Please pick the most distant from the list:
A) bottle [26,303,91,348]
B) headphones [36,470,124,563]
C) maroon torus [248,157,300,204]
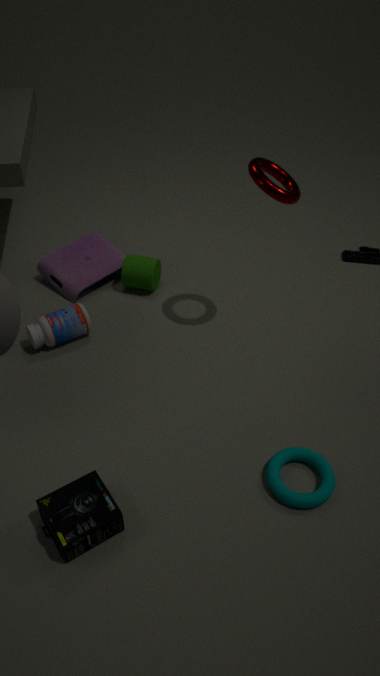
bottle [26,303,91,348]
